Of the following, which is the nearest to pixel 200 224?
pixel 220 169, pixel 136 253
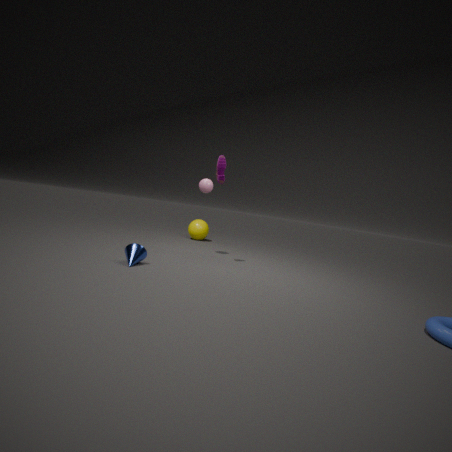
pixel 220 169
